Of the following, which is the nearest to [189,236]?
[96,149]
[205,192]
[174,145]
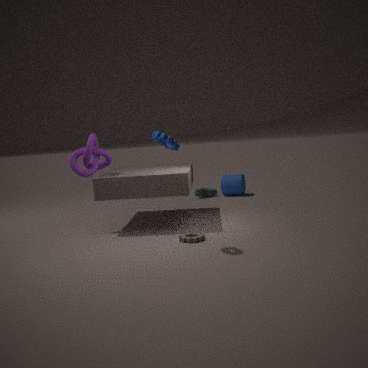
[174,145]
